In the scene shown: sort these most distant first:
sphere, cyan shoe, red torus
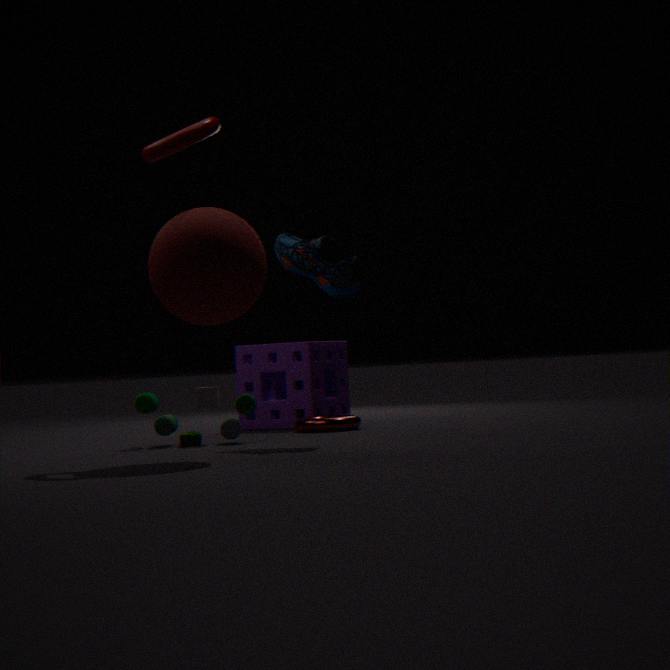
red torus
cyan shoe
sphere
